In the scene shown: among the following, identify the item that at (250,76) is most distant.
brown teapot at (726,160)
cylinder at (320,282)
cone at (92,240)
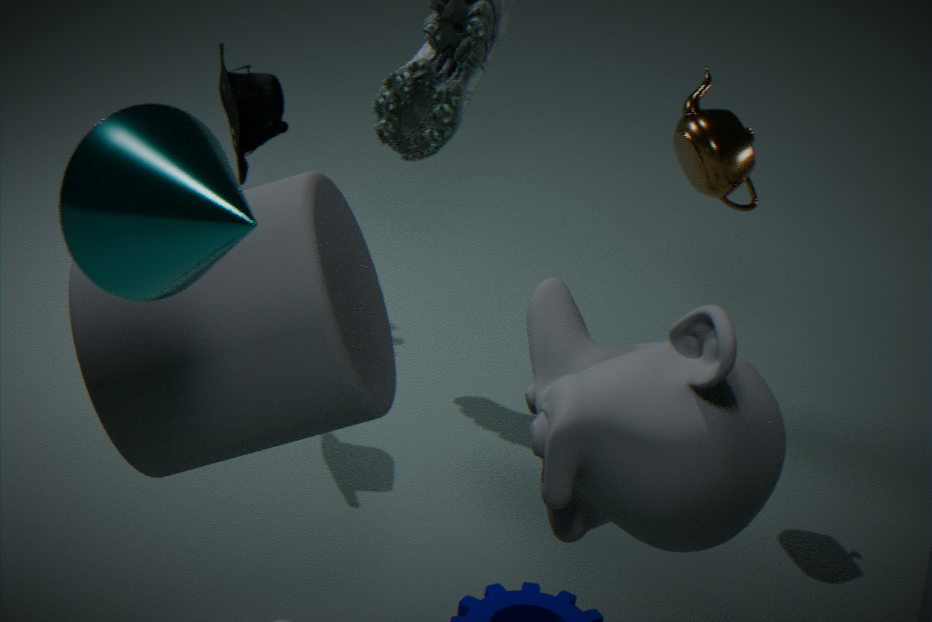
brown teapot at (726,160)
